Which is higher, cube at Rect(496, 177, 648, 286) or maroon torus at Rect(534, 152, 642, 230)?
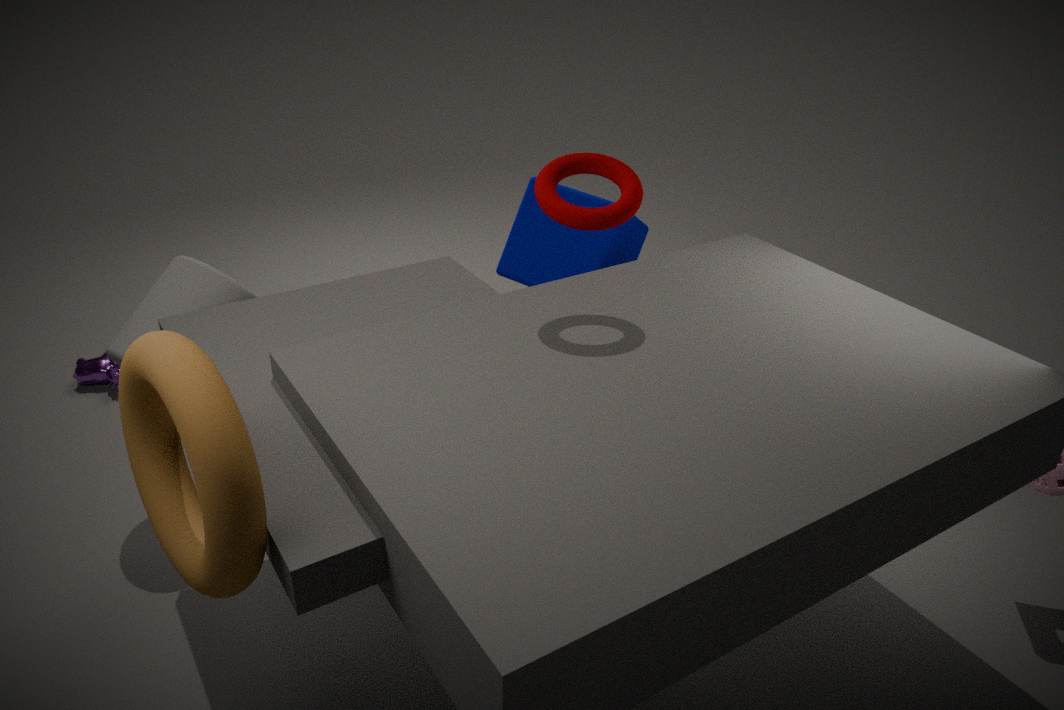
maroon torus at Rect(534, 152, 642, 230)
